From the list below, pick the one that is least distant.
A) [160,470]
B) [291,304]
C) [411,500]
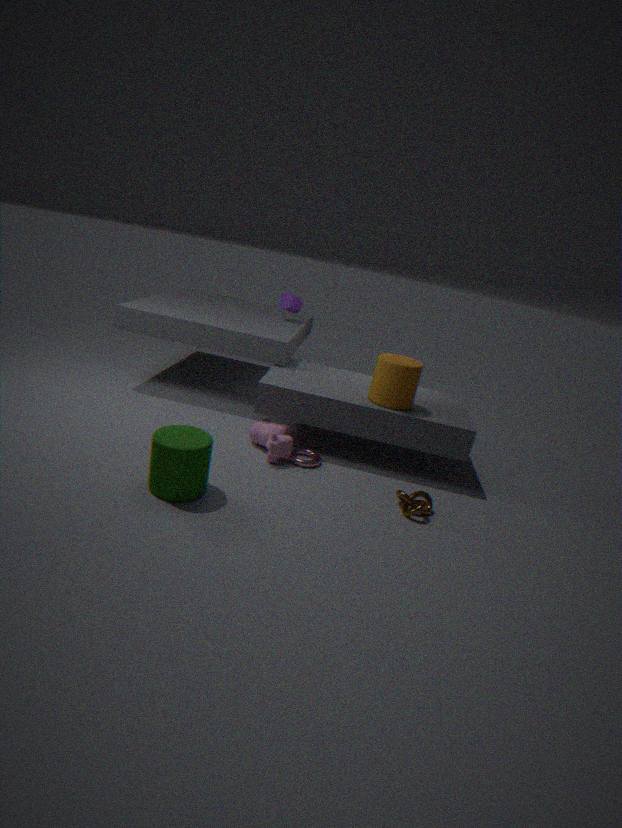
[160,470]
